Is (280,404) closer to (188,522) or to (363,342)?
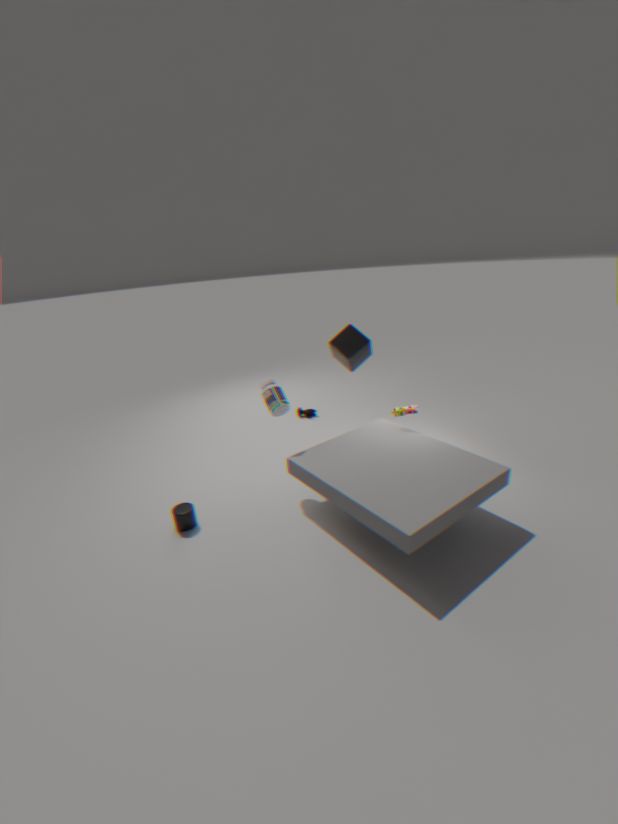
(188,522)
